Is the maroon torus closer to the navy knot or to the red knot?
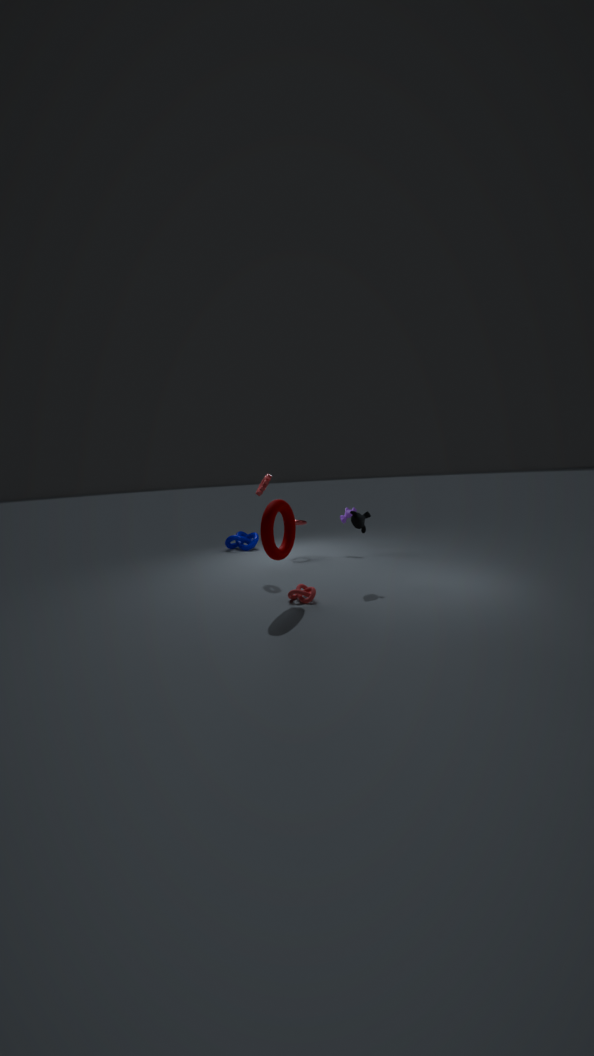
the red knot
